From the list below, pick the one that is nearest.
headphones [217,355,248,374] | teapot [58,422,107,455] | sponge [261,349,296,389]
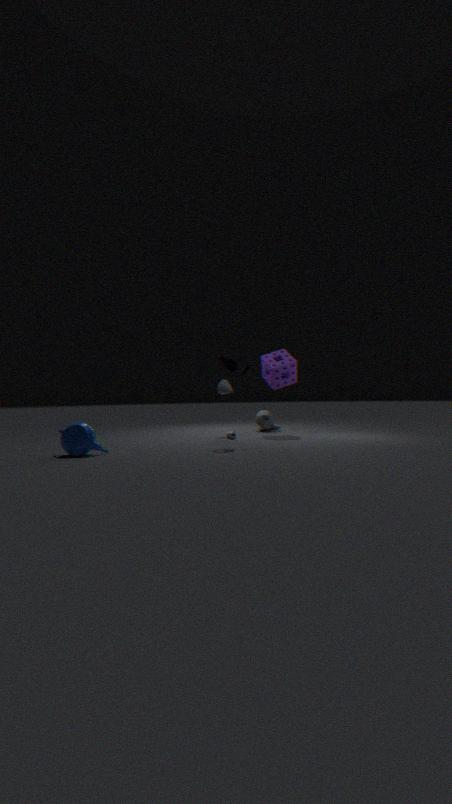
teapot [58,422,107,455]
